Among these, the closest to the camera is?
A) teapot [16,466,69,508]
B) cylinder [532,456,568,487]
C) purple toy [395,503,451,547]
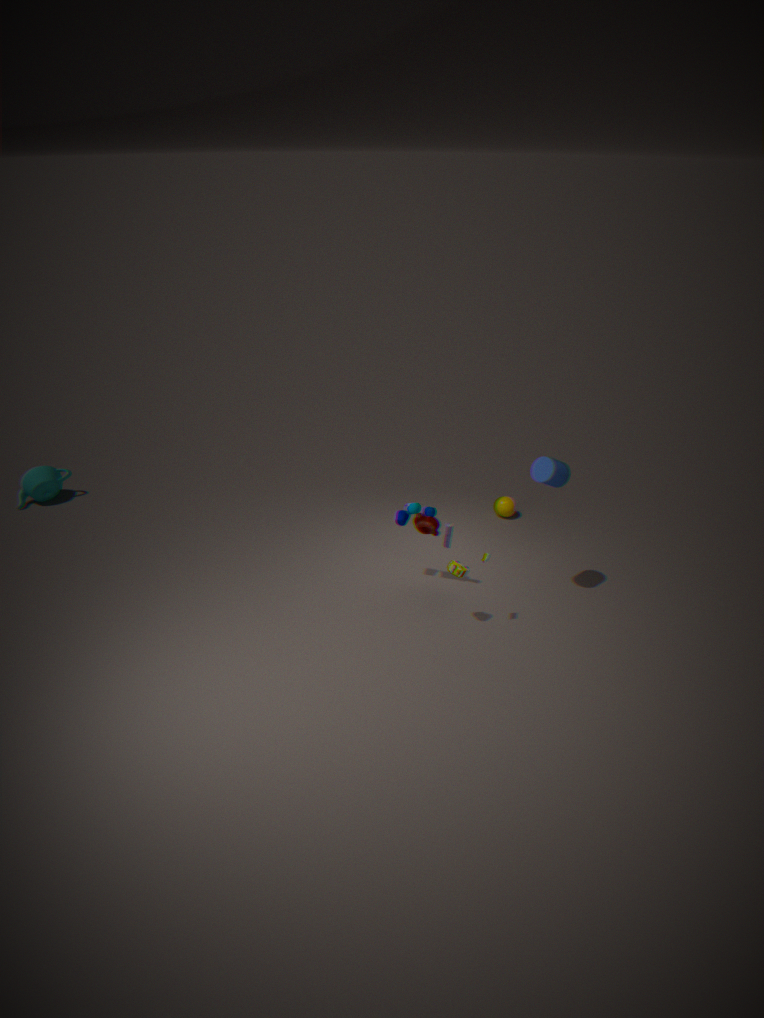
cylinder [532,456,568,487]
